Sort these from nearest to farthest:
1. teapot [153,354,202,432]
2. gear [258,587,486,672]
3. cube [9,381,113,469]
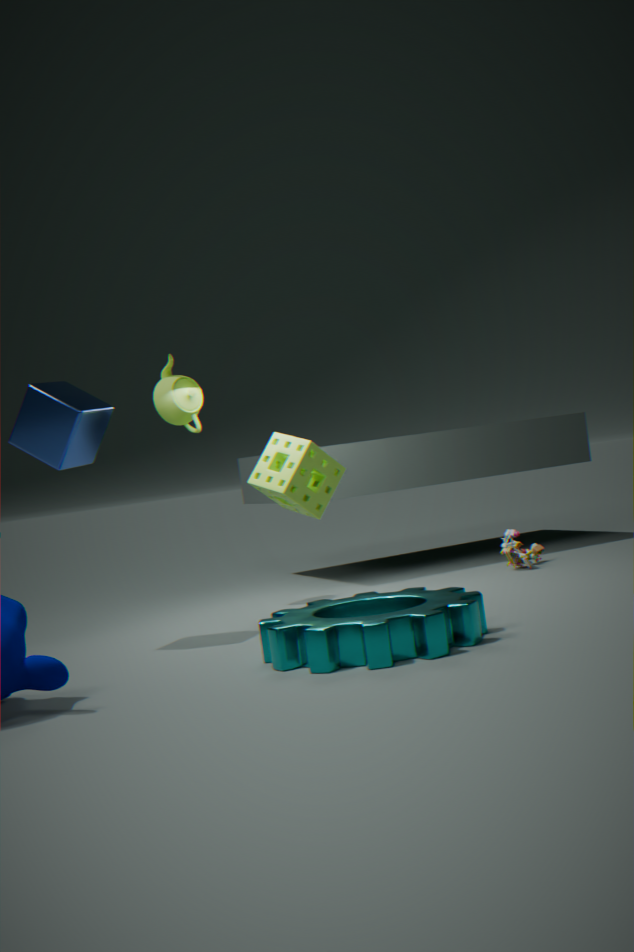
gear [258,587,486,672], cube [9,381,113,469], teapot [153,354,202,432]
